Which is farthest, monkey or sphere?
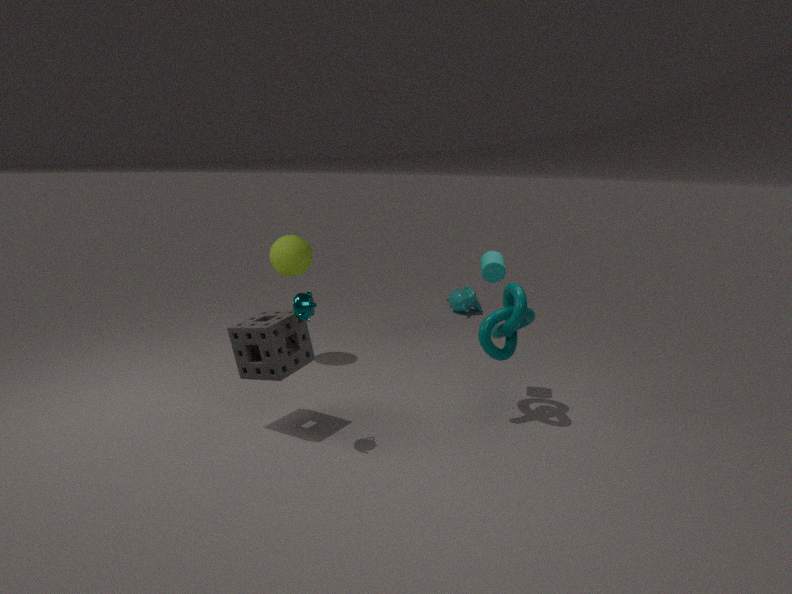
monkey
